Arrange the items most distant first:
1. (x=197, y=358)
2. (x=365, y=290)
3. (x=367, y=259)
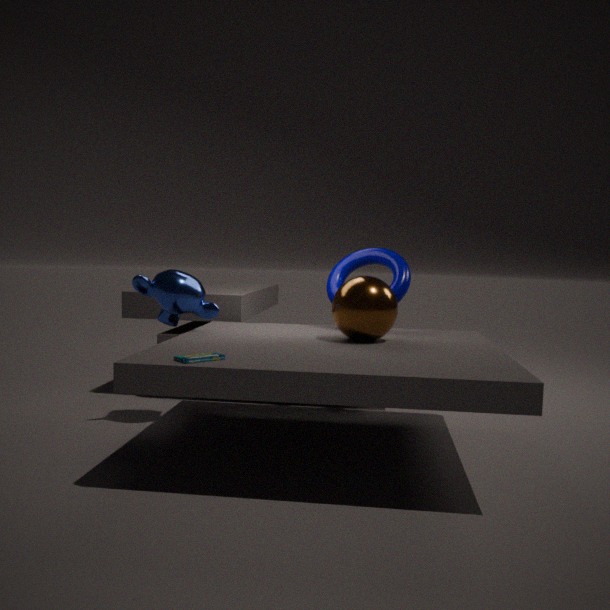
(x=367, y=259)
(x=365, y=290)
(x=197, y=358)
